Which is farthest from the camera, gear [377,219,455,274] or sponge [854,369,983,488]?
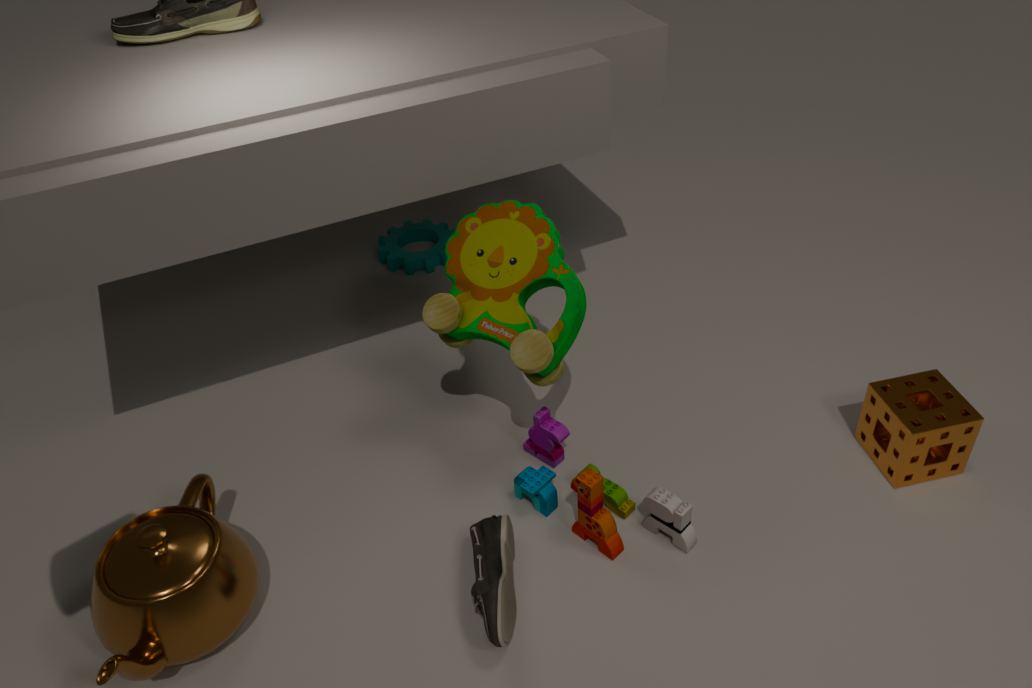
gear [377,219,455,274]
